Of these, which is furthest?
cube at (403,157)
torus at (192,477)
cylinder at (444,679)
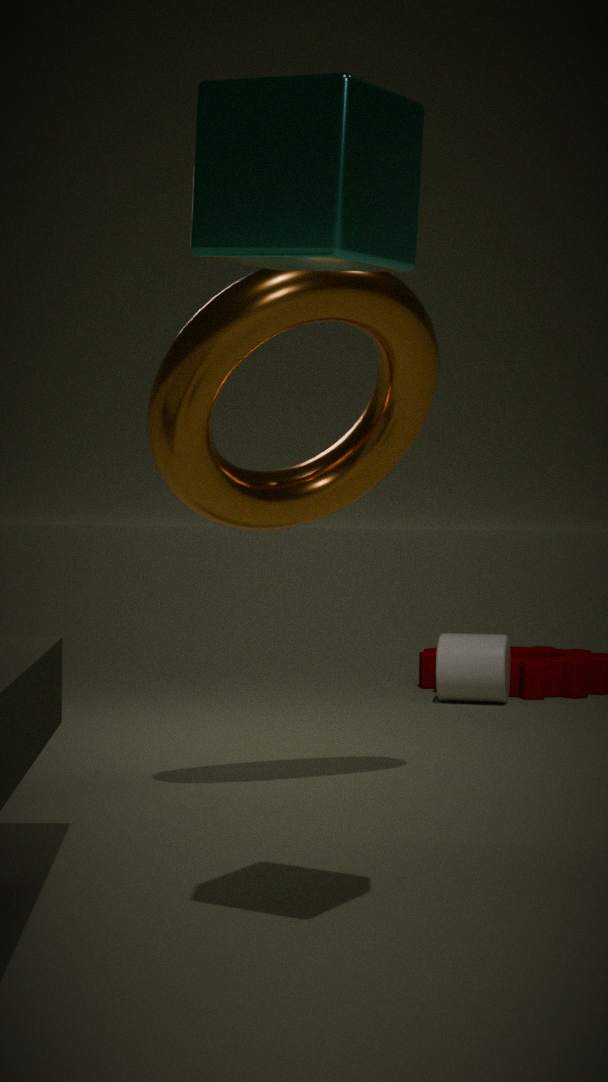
cylinder at (444,679)
